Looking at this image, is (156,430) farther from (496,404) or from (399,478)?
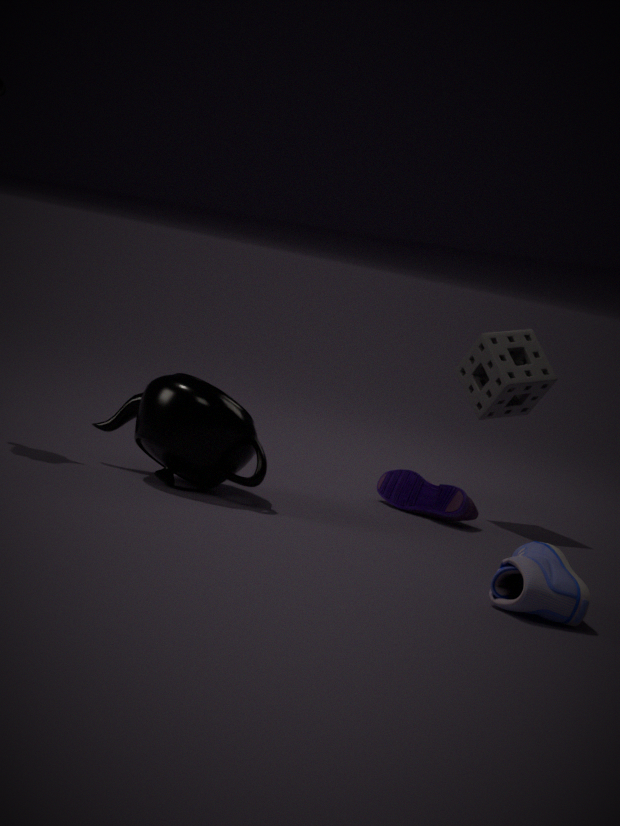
(496,404)
